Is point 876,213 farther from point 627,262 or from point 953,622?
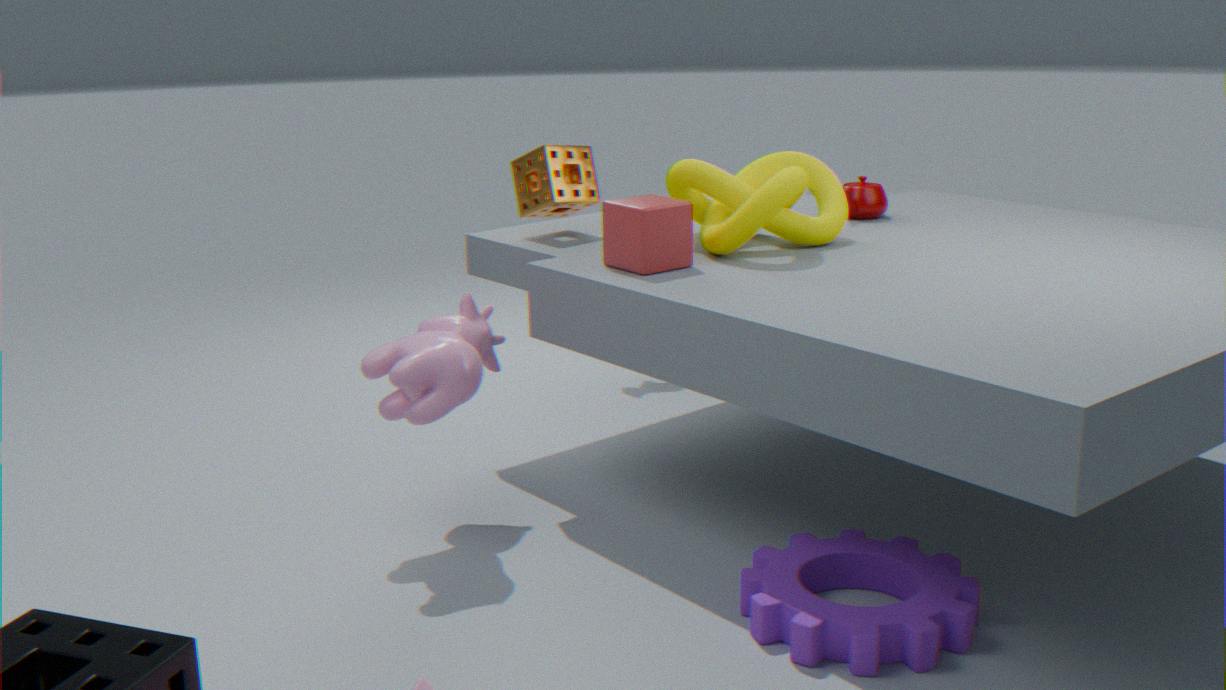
point 953,622
